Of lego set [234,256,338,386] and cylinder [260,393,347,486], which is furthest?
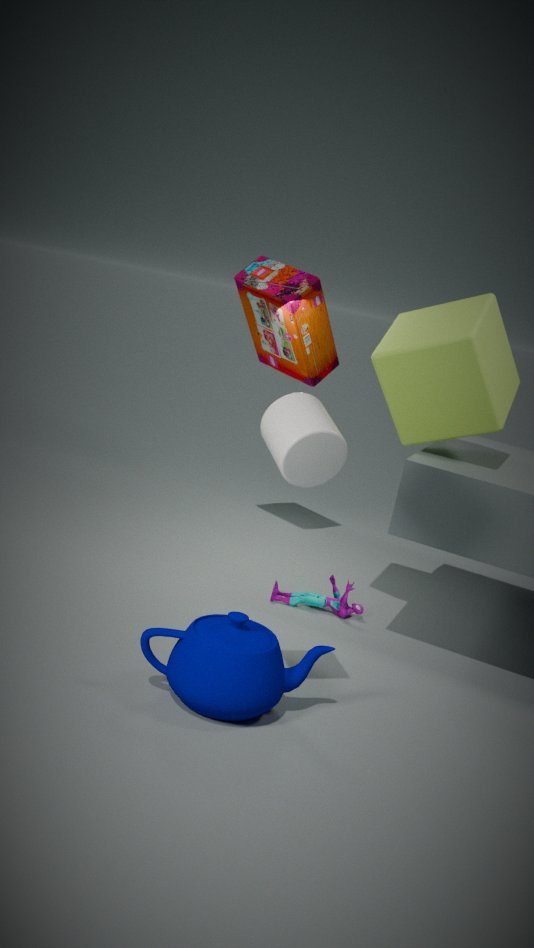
lego set [234,256,338,386]
